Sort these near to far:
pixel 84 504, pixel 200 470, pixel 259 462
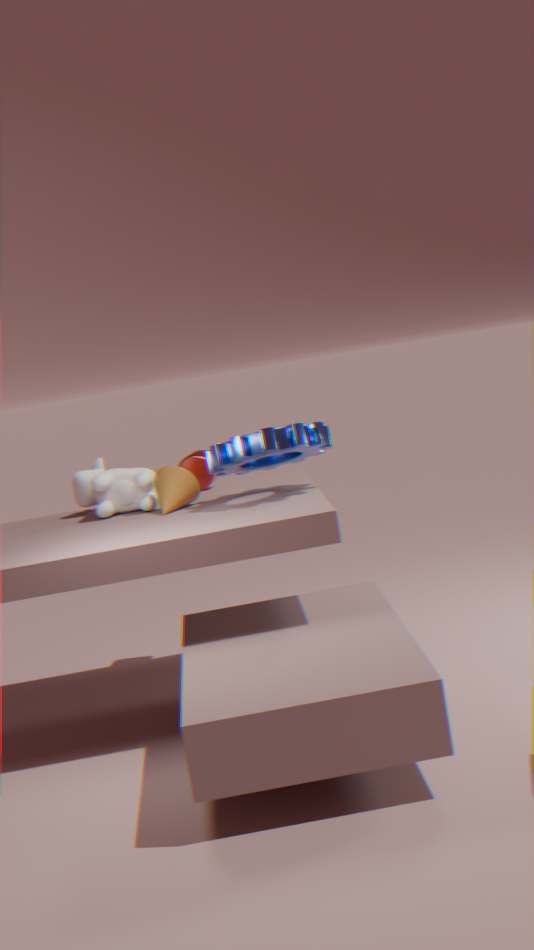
pixel 259 462, pixel 84 504, pixel 200 470
